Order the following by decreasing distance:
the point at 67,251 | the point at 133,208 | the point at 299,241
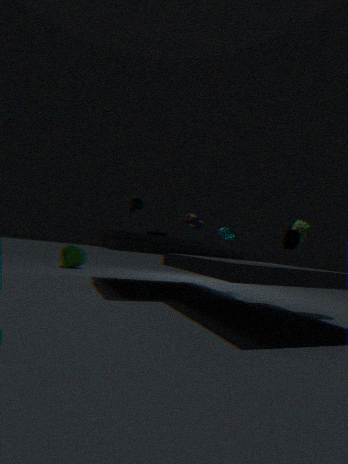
1. the point at 67,251
2. the point at 133,208
3. the point at 299,241
